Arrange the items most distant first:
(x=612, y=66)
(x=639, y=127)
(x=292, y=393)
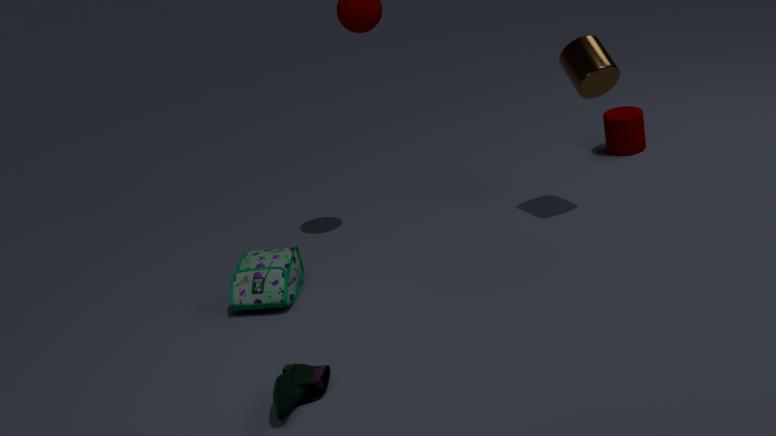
1. (x=639, y=127)
2. (x=612, y=66)
3. (x=292, y=393)
